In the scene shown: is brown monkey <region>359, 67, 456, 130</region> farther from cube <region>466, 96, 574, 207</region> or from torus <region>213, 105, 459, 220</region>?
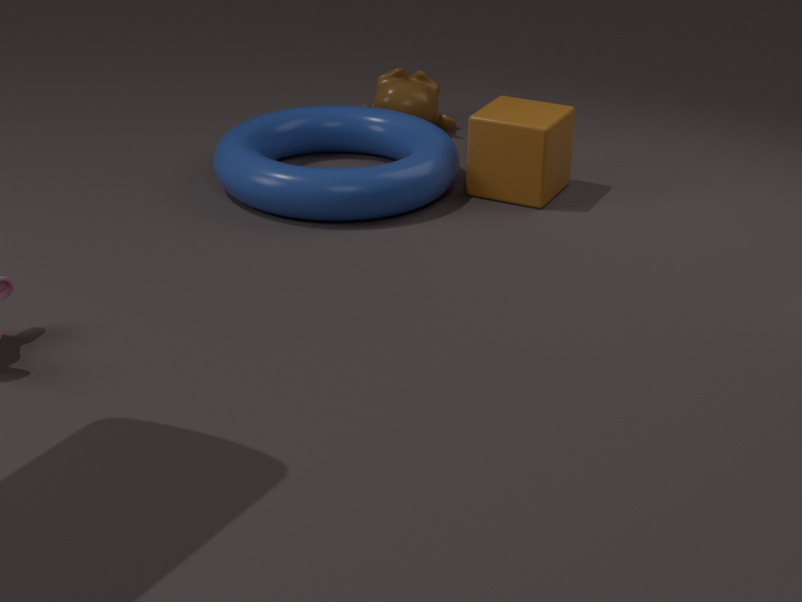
cube <region>466, 96, 574, 207</region>
